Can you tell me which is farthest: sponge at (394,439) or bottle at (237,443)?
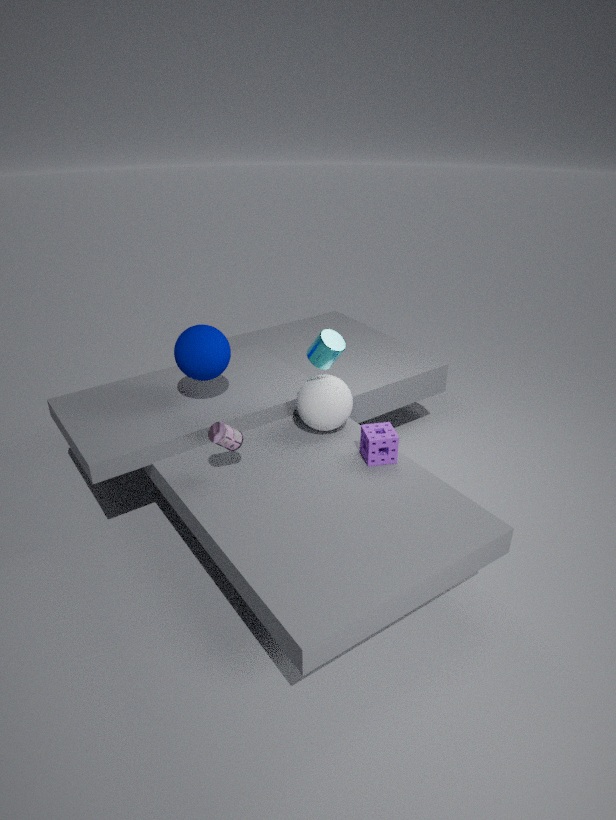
sponge at (394,439)
